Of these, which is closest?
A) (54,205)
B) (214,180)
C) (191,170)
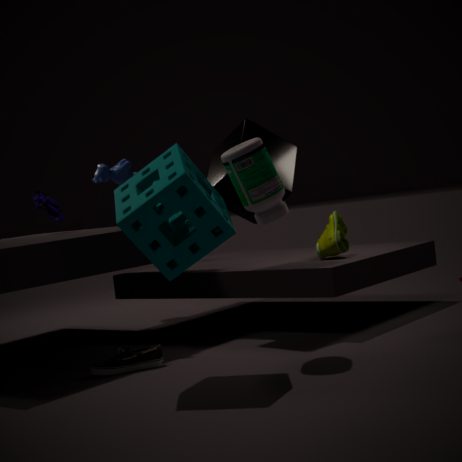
C. (191,170)
